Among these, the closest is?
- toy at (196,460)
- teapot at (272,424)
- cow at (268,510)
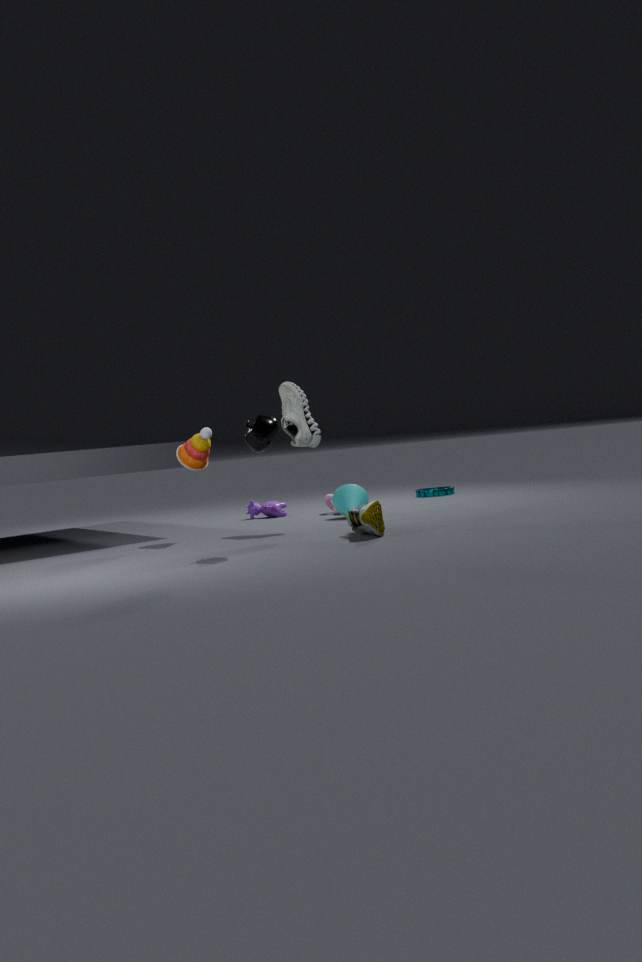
teapot at (272,424)
